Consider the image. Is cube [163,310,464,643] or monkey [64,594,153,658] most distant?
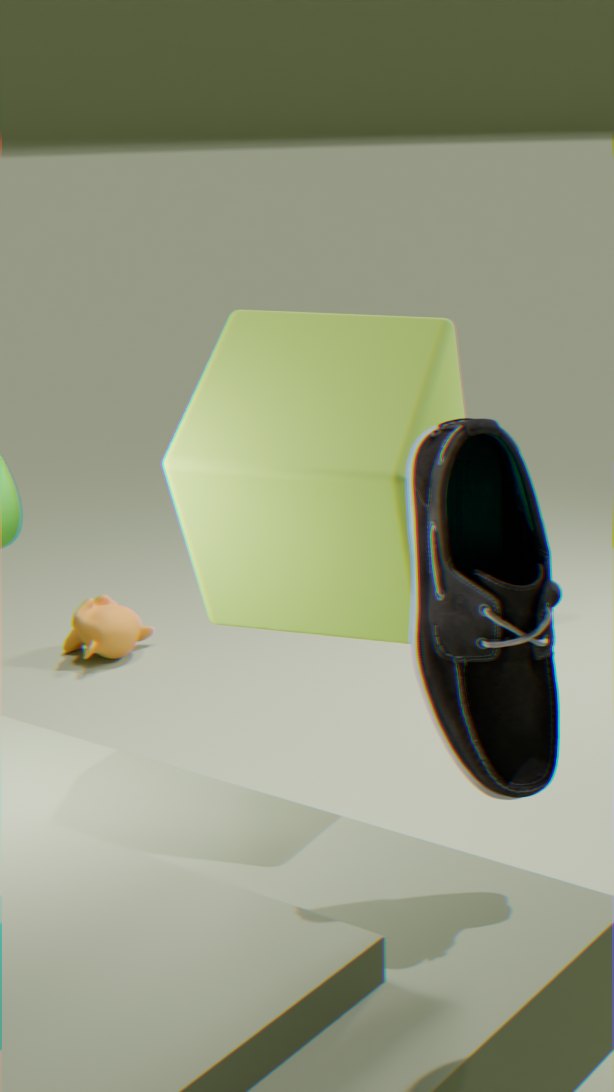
monkey [64,594,153,658]
